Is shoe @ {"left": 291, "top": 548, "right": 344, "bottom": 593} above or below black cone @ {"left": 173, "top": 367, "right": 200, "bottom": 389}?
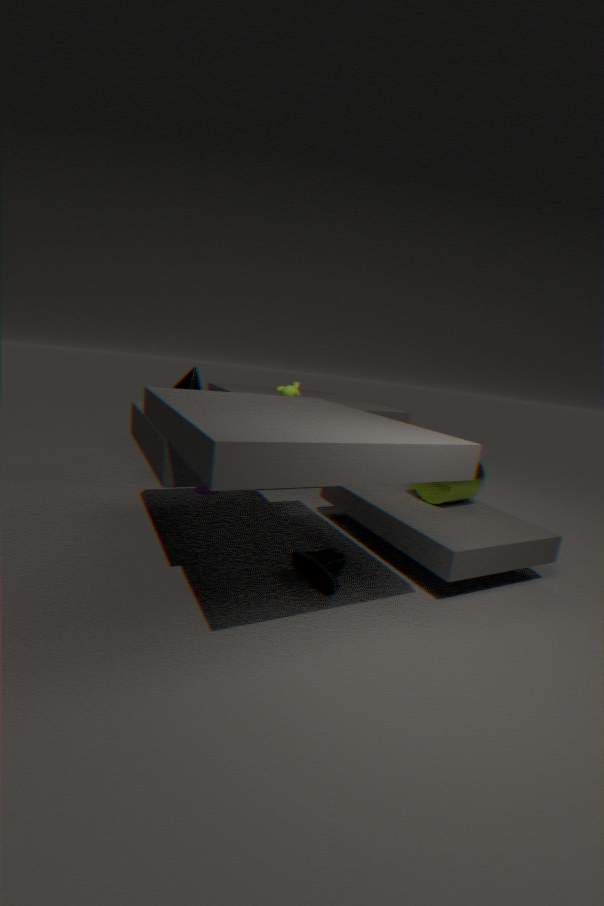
below
